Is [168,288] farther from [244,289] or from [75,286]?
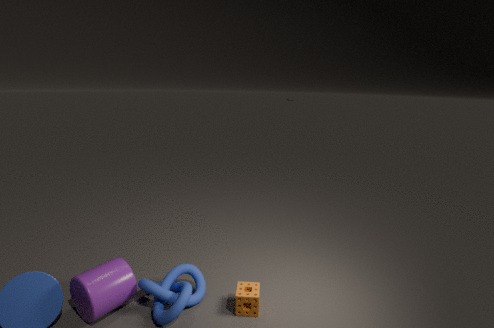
[244,289]
